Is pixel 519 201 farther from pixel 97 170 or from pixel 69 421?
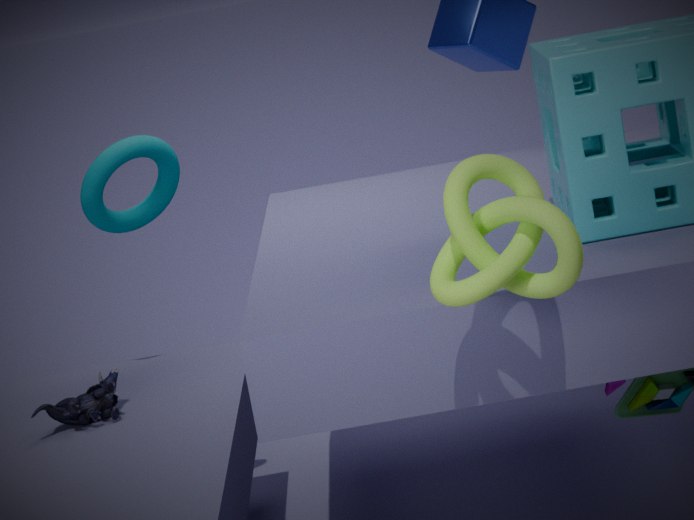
pixel 97 170
